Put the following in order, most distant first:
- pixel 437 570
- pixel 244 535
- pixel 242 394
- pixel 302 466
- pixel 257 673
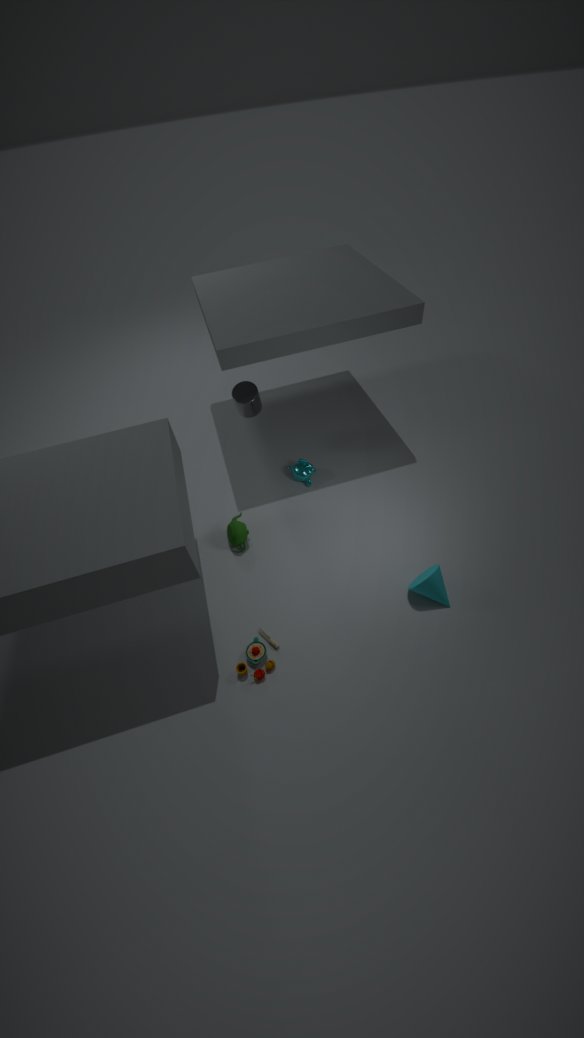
1. pixel 302 466
2. pixel 242 394
3. pixel 244 535
4. pixel 437 570
5. pixel 257 673
